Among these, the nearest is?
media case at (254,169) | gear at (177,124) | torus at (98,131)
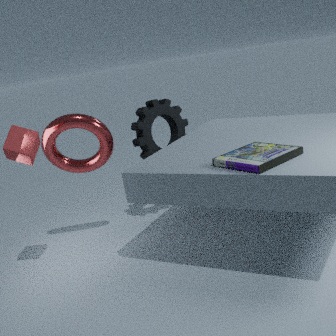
media case at (254,169)
